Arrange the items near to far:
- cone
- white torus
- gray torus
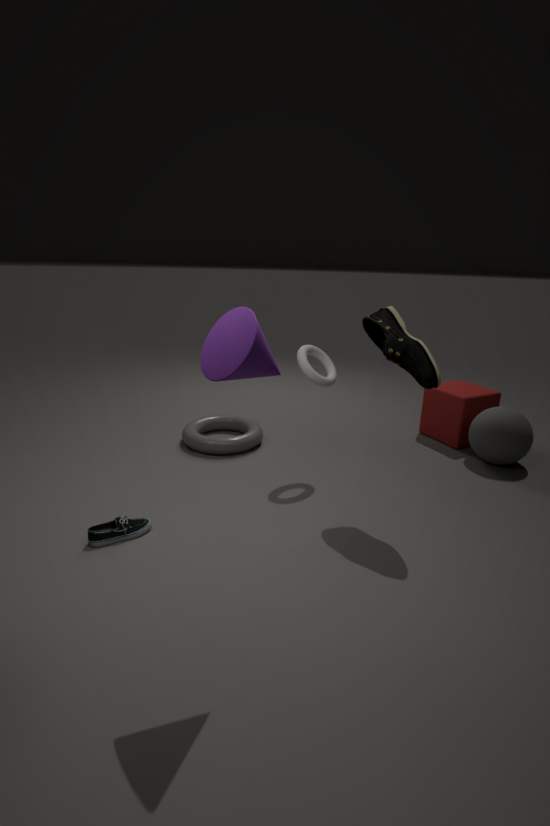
cone
white torus
gray torus
